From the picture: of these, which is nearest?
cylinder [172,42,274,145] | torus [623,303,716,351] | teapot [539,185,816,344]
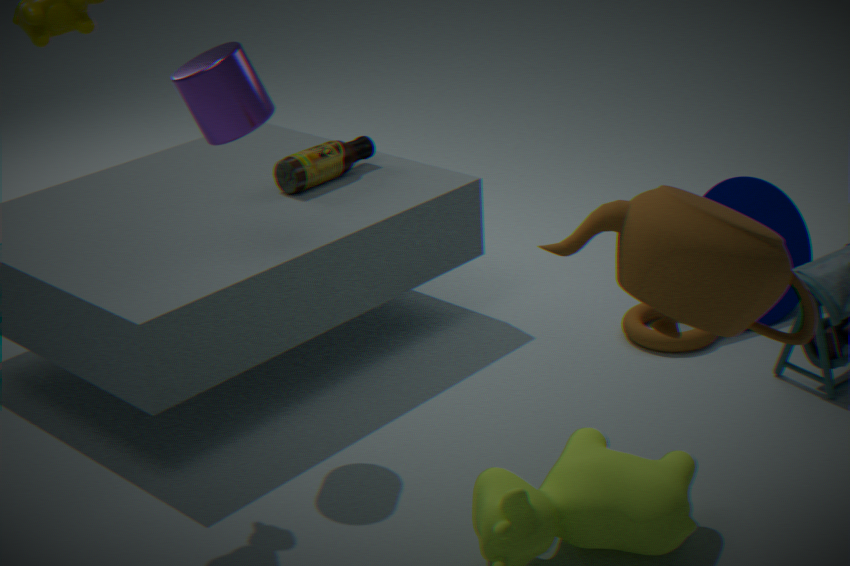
teapot [539,185,816,344]
